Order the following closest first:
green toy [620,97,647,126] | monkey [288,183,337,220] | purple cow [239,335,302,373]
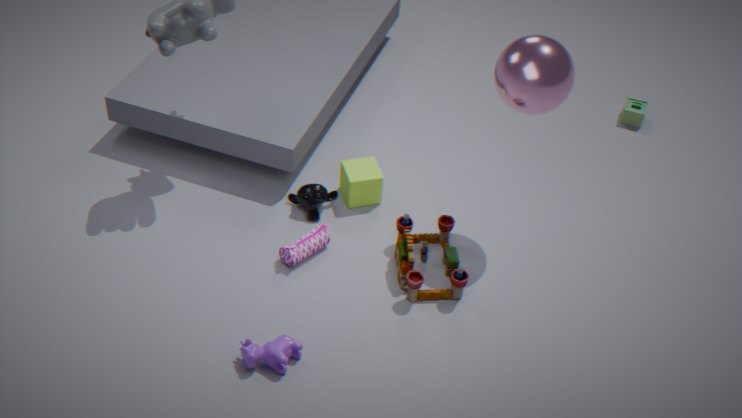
purple cow [239,335,302,373]
monkey [288,183,337,220]
green toy [620,97,647,126]
